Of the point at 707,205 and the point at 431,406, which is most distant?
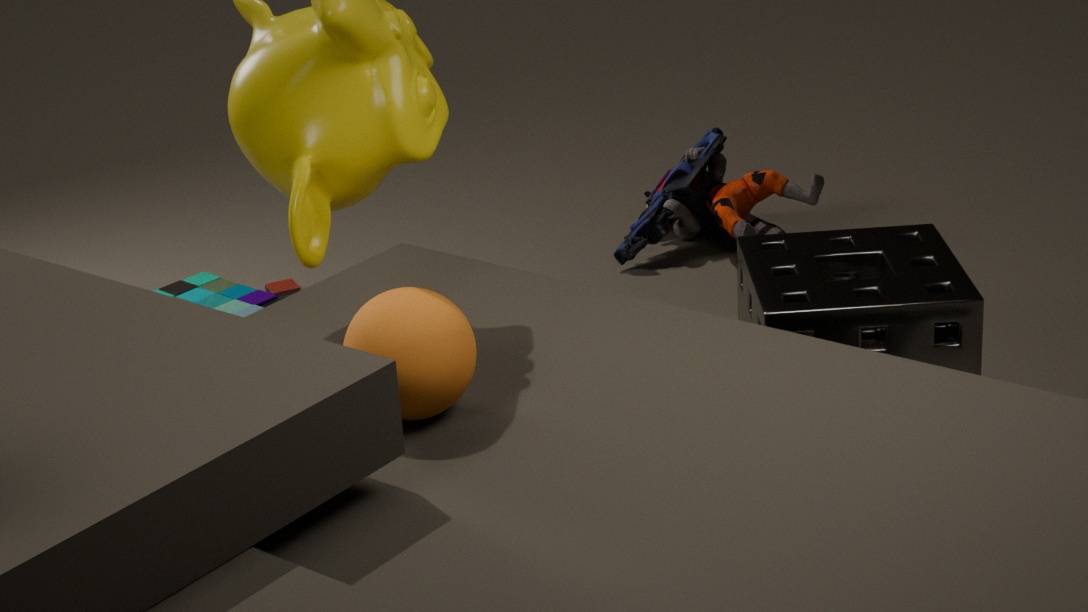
the point at 707,205
